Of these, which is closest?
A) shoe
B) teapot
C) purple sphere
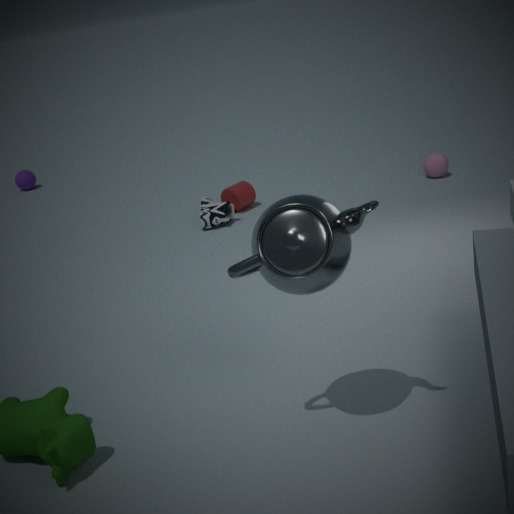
teapot
